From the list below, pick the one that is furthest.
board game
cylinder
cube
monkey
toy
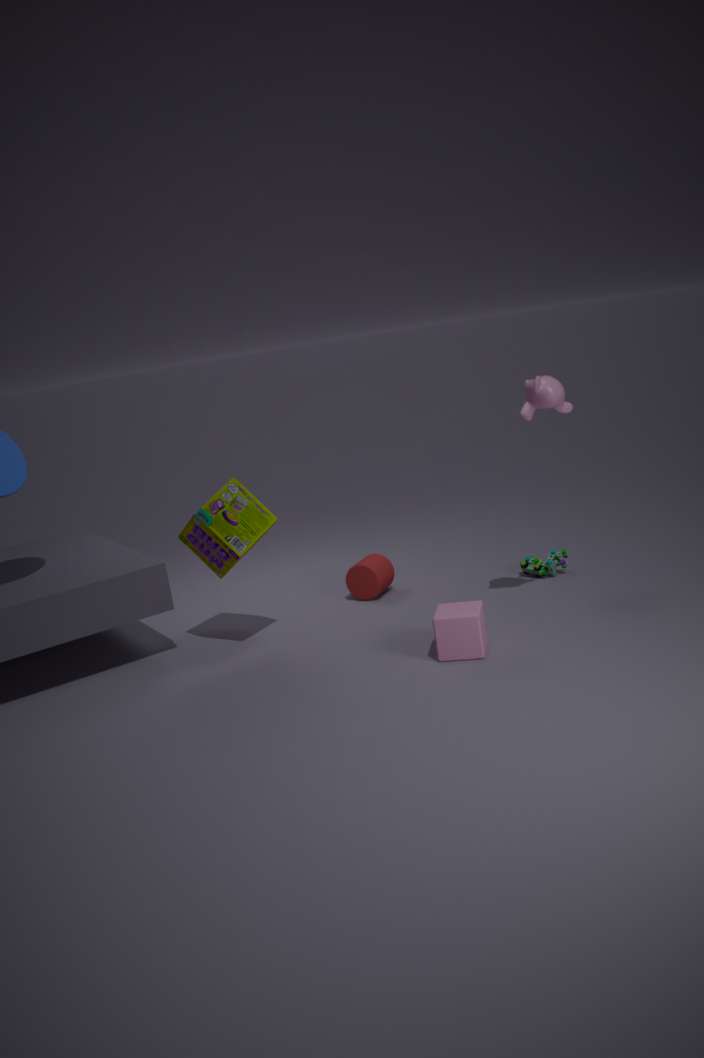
cylinder
